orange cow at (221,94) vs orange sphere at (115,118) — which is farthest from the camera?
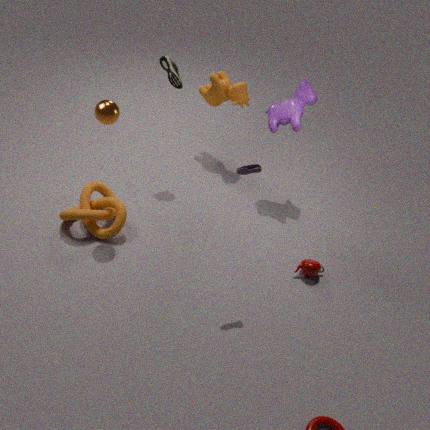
orange cow at (221,94)
